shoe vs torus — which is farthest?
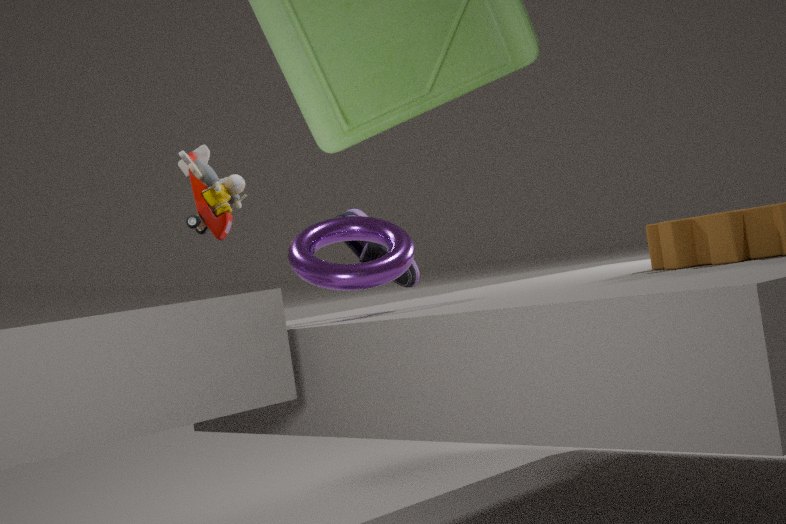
shoe
